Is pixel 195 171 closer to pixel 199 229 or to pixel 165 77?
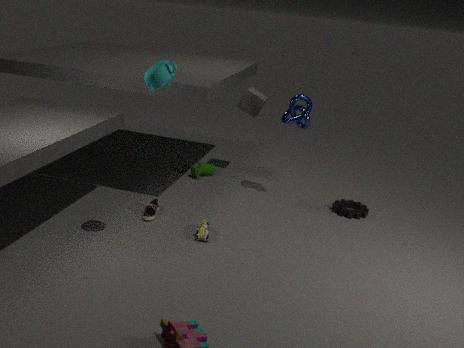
pixel 199 229
